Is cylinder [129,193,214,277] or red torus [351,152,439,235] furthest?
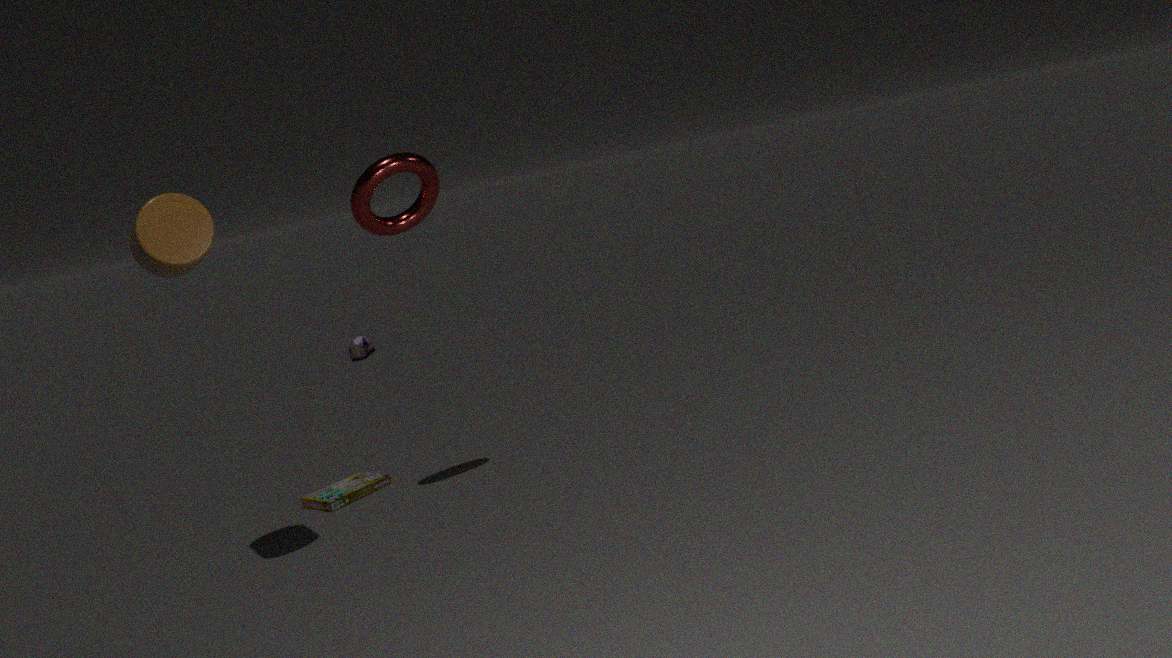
red torus [351,152,439,235]
